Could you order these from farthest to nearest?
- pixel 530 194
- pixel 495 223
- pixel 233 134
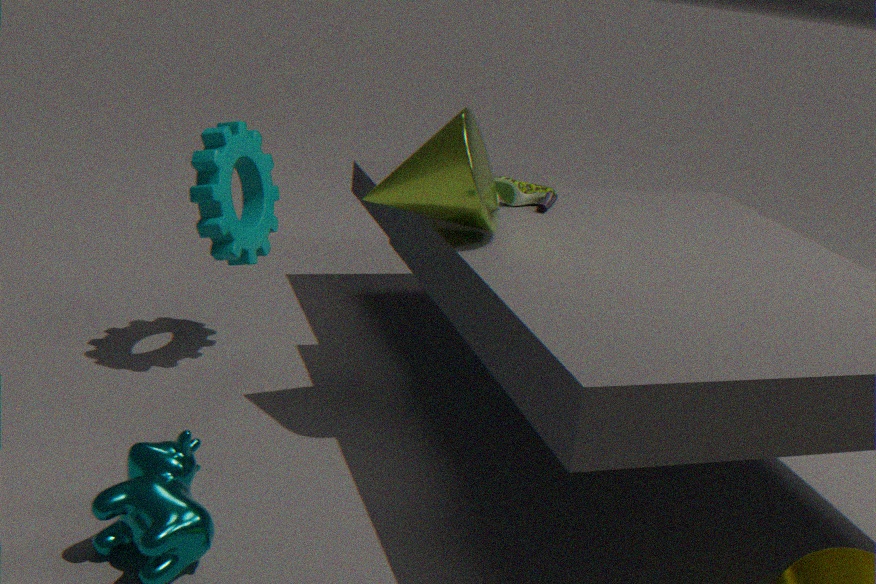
pixel 530 194
pixel 233 134
pixel 495 223
